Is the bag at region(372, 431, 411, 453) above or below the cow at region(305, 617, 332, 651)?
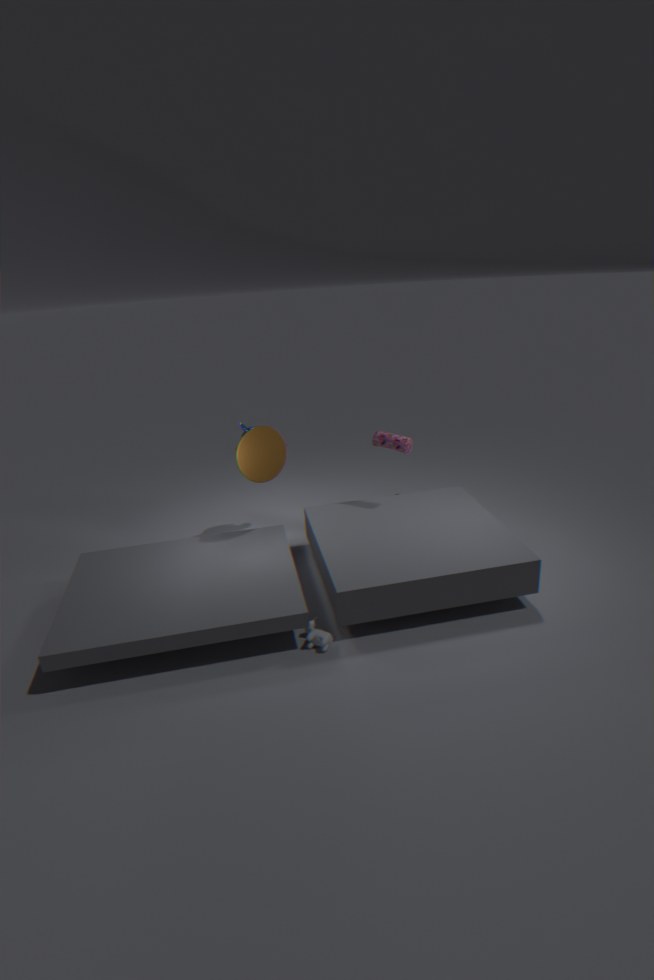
above
